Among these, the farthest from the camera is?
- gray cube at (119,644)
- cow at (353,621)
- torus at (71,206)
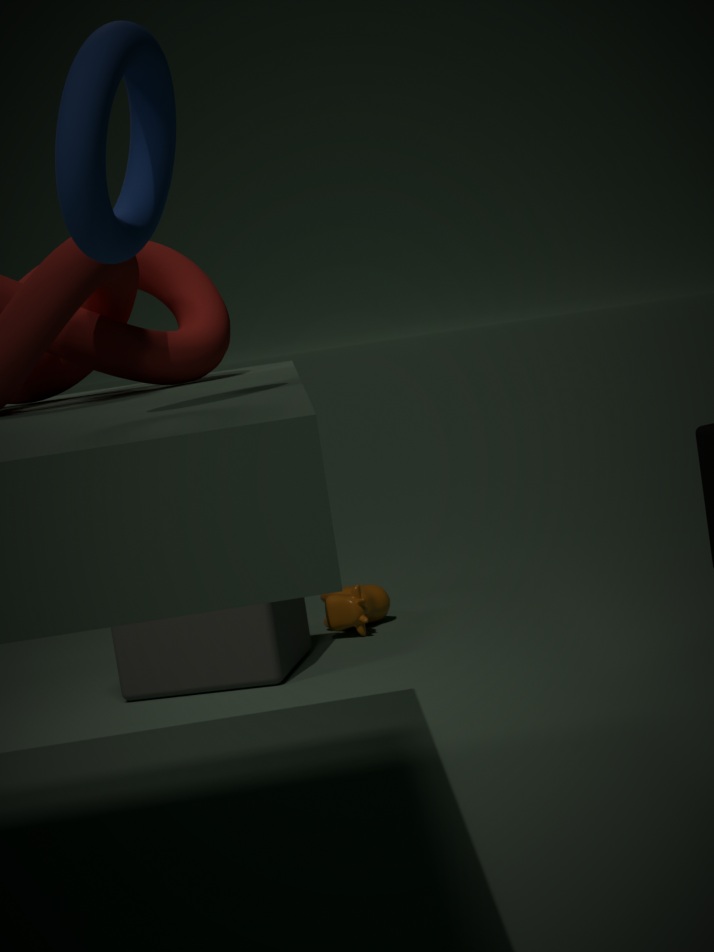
cow at (353,621)
